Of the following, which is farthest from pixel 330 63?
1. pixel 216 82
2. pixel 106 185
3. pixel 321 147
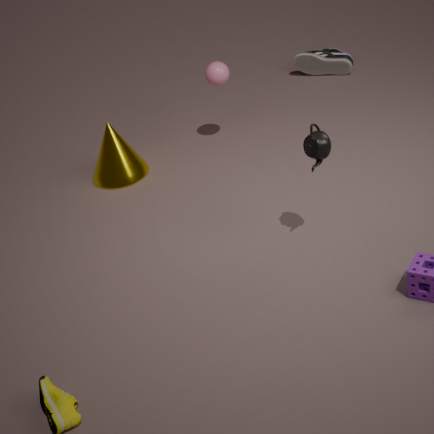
pixel 321 147
